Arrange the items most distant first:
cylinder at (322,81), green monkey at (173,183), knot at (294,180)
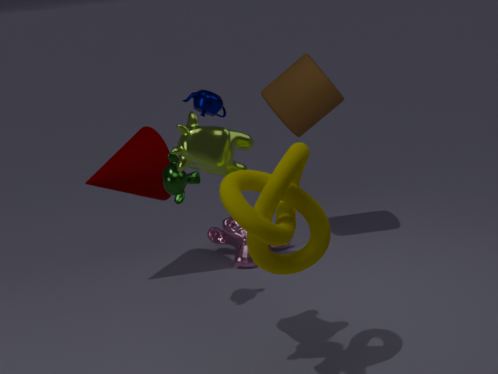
cylinder at (322,81)
green monkey at (173,183)
knot at (294,180)
